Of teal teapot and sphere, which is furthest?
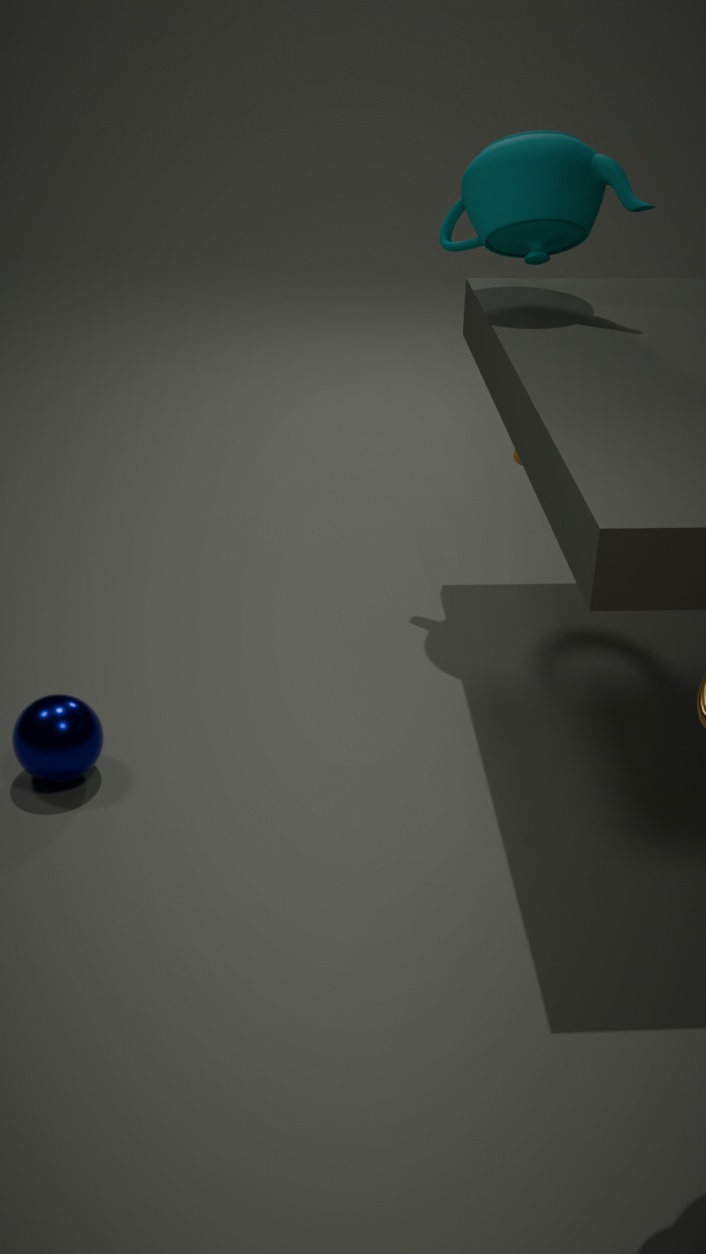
teal teapot
